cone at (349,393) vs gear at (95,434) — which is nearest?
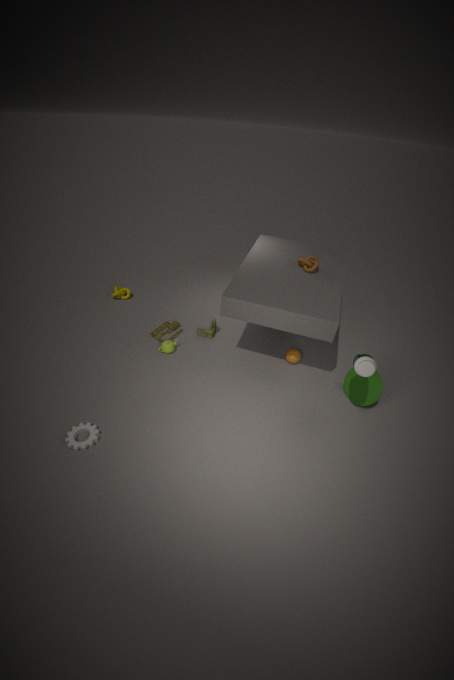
gear at (95,434)
